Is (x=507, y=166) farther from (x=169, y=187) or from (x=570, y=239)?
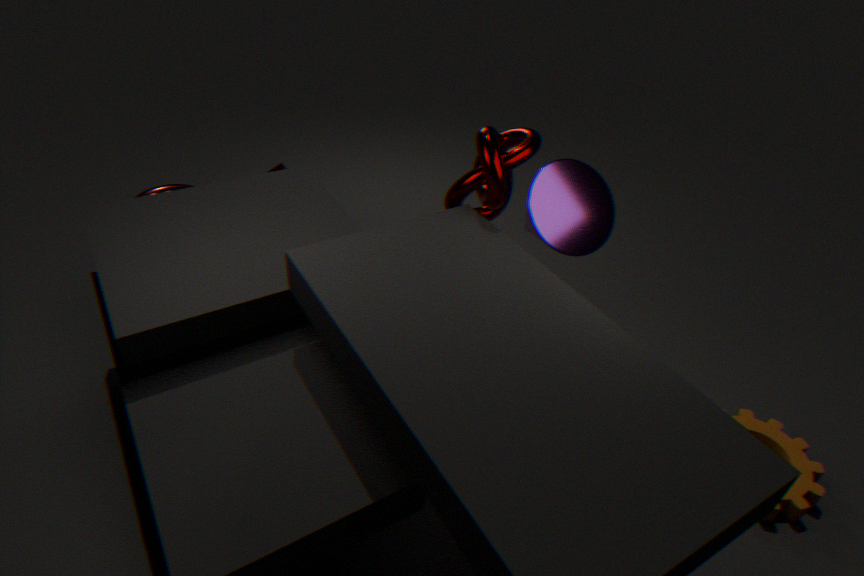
(x=169, y=187)
